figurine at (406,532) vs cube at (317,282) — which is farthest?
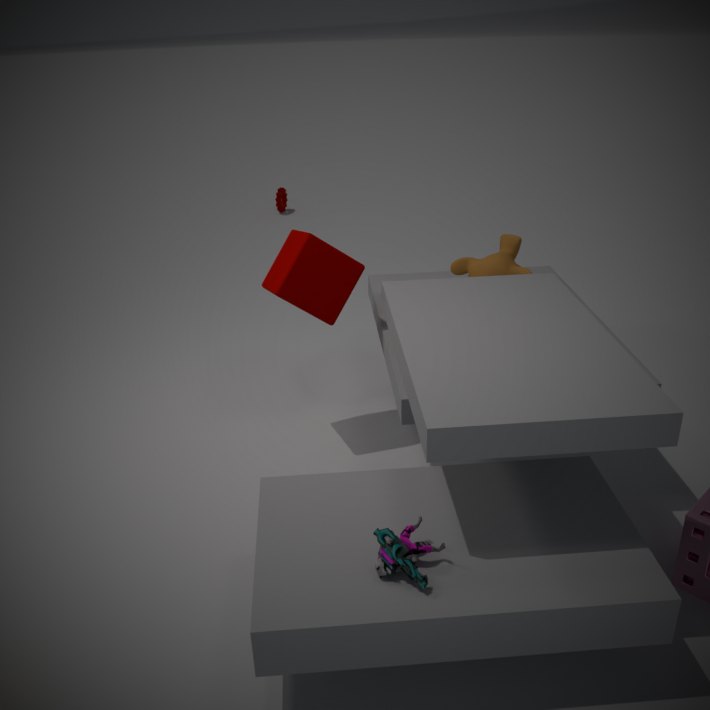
cube at (317,282)
